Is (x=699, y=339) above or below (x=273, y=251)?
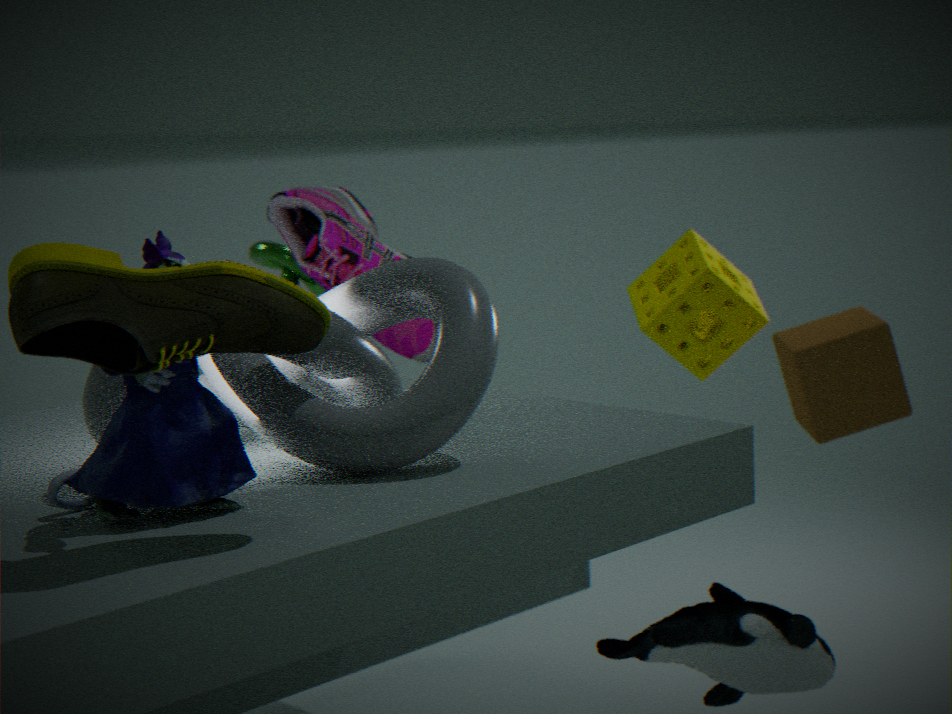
below
